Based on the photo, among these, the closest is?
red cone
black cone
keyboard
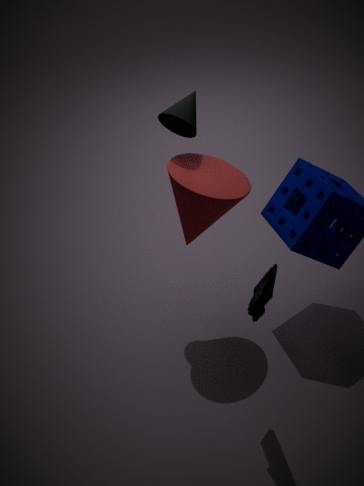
keyboard
